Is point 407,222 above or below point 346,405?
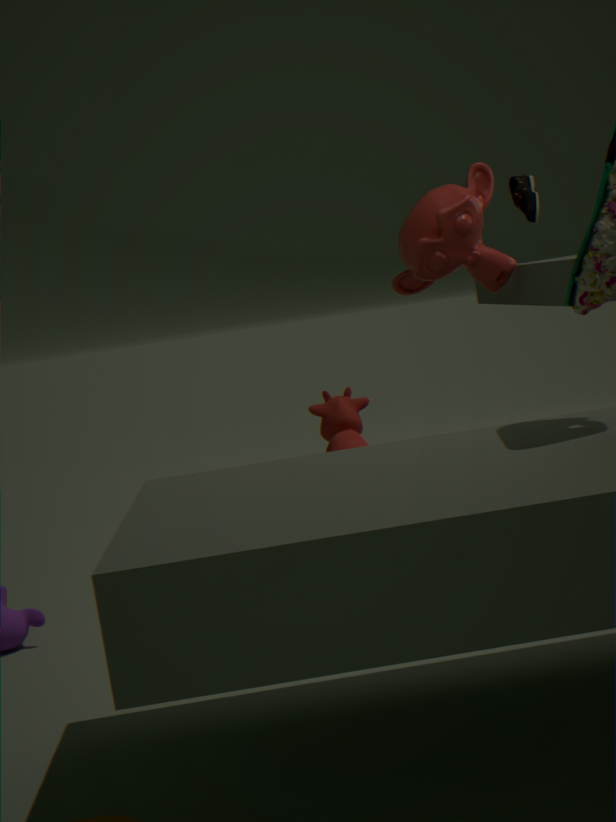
above
